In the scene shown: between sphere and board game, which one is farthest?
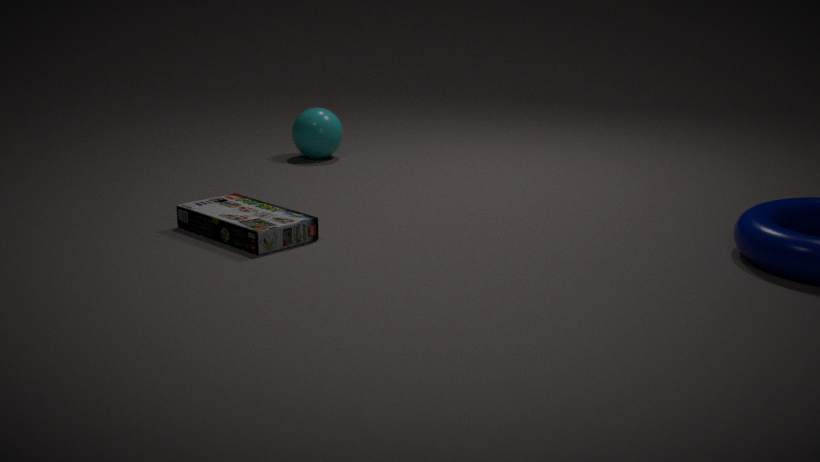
sphere
